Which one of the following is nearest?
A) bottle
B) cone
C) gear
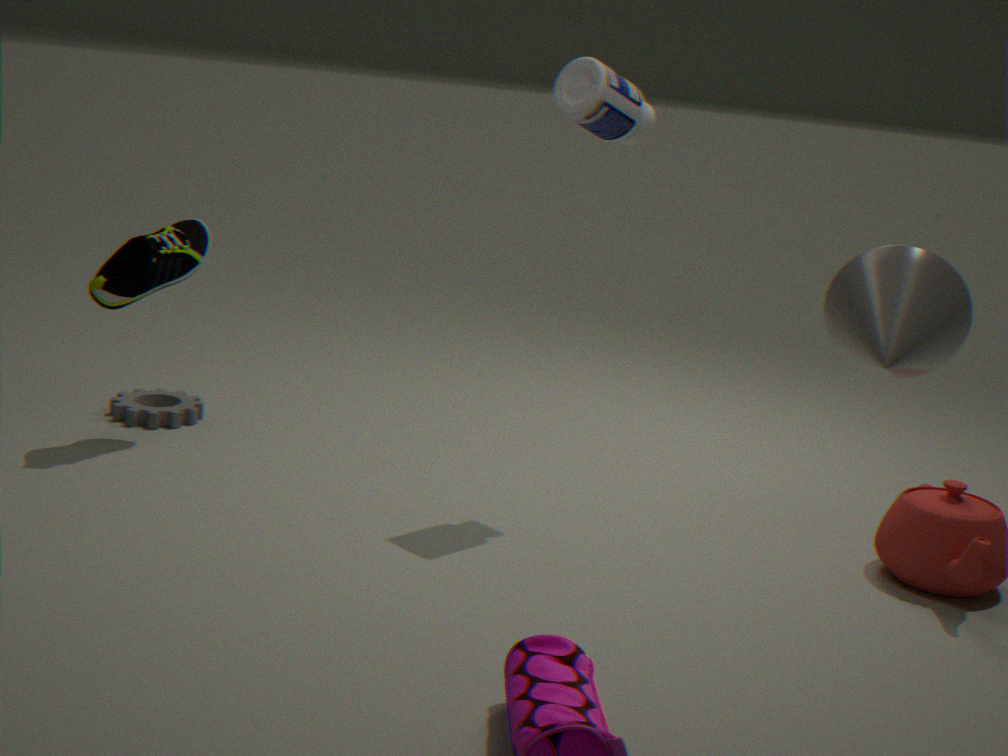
cone
